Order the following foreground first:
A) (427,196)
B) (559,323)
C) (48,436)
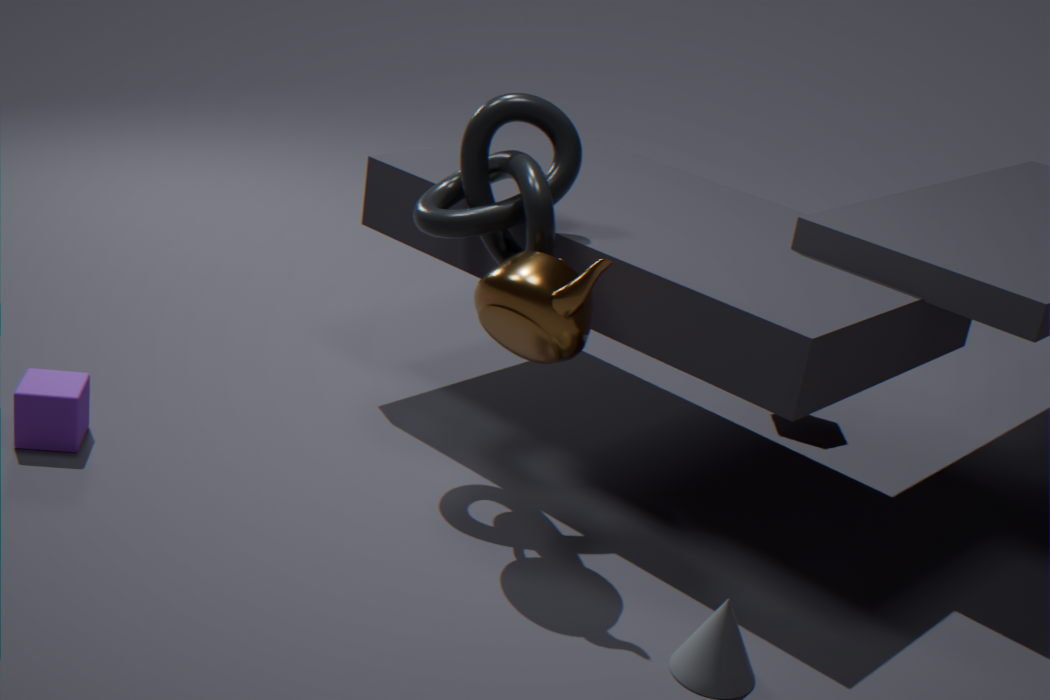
(559,323) → (48,436) → (427,196)
